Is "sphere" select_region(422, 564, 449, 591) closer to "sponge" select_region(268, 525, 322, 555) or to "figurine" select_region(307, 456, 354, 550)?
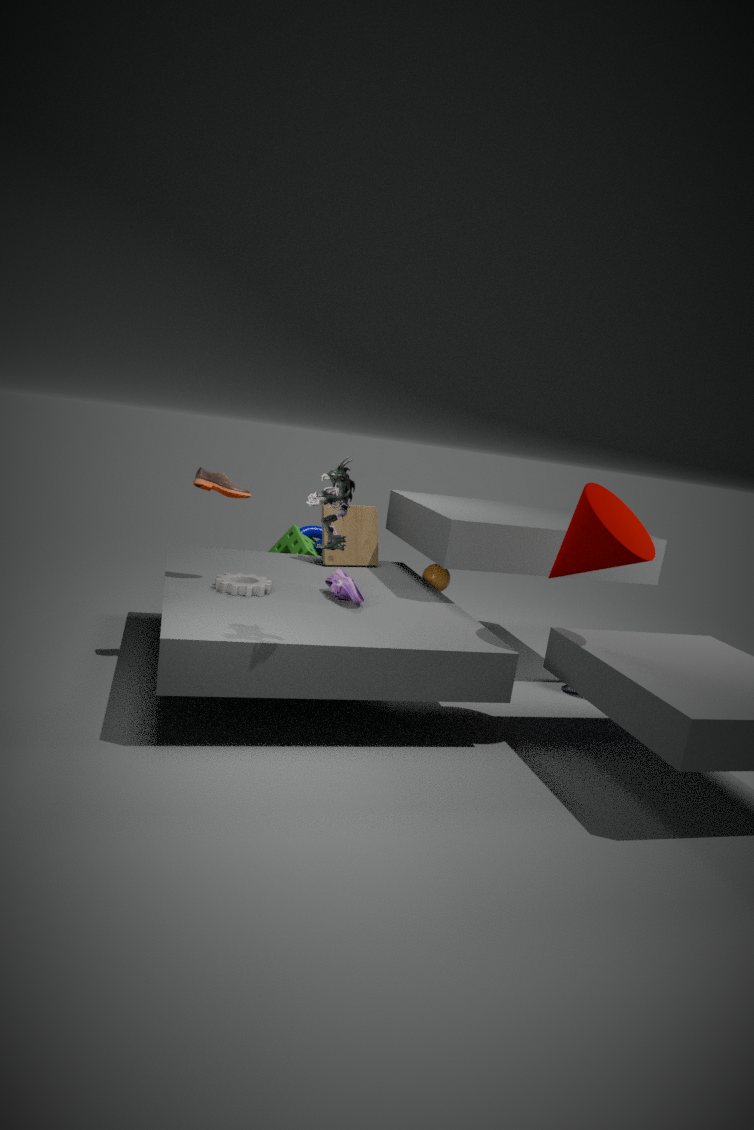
"sponge" select_region(268, 525, 322, 555)
